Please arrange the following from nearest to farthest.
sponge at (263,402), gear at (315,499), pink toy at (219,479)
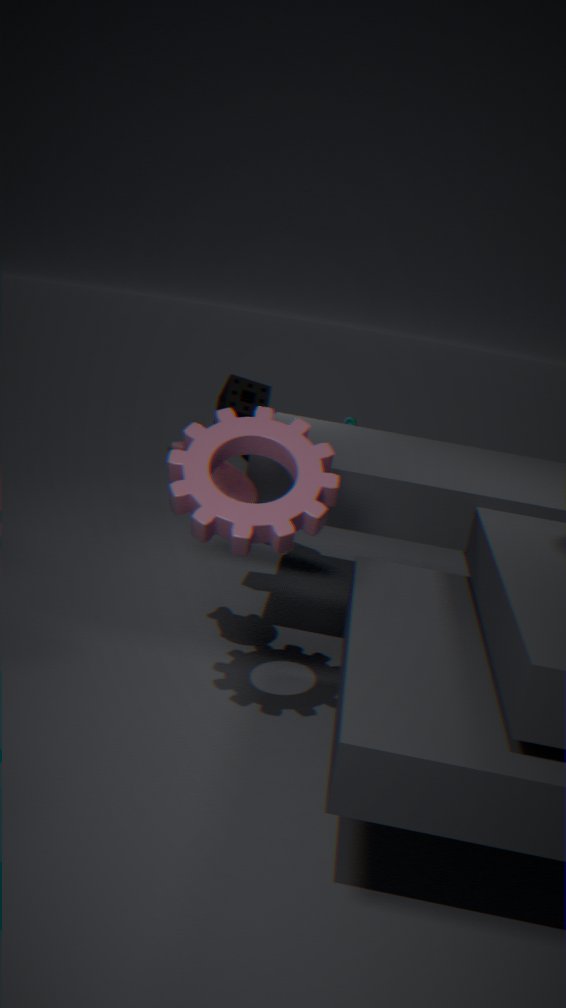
gear at (315,499), pink toy at (219,479), sponge at (263,402)
